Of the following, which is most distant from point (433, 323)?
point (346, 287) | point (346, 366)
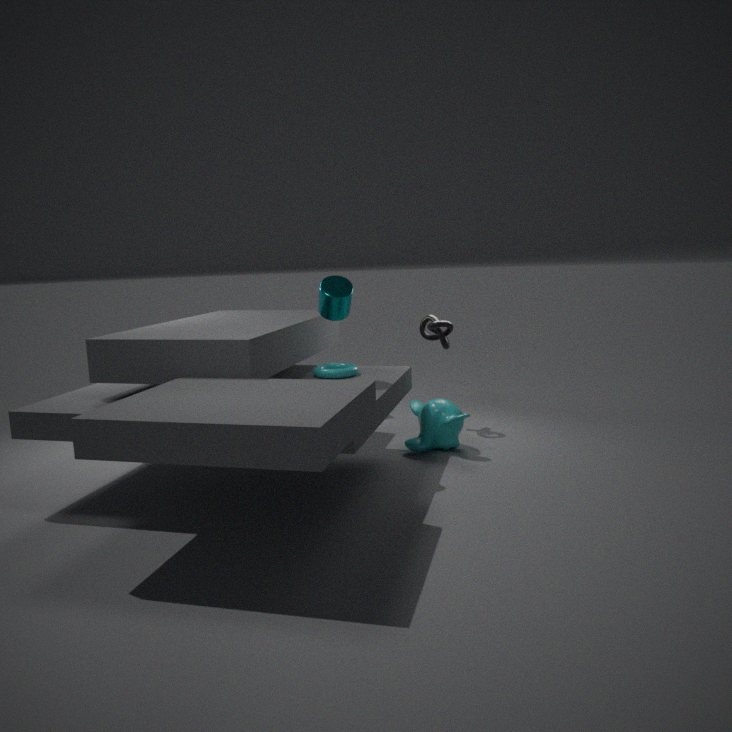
point (346, 287)
